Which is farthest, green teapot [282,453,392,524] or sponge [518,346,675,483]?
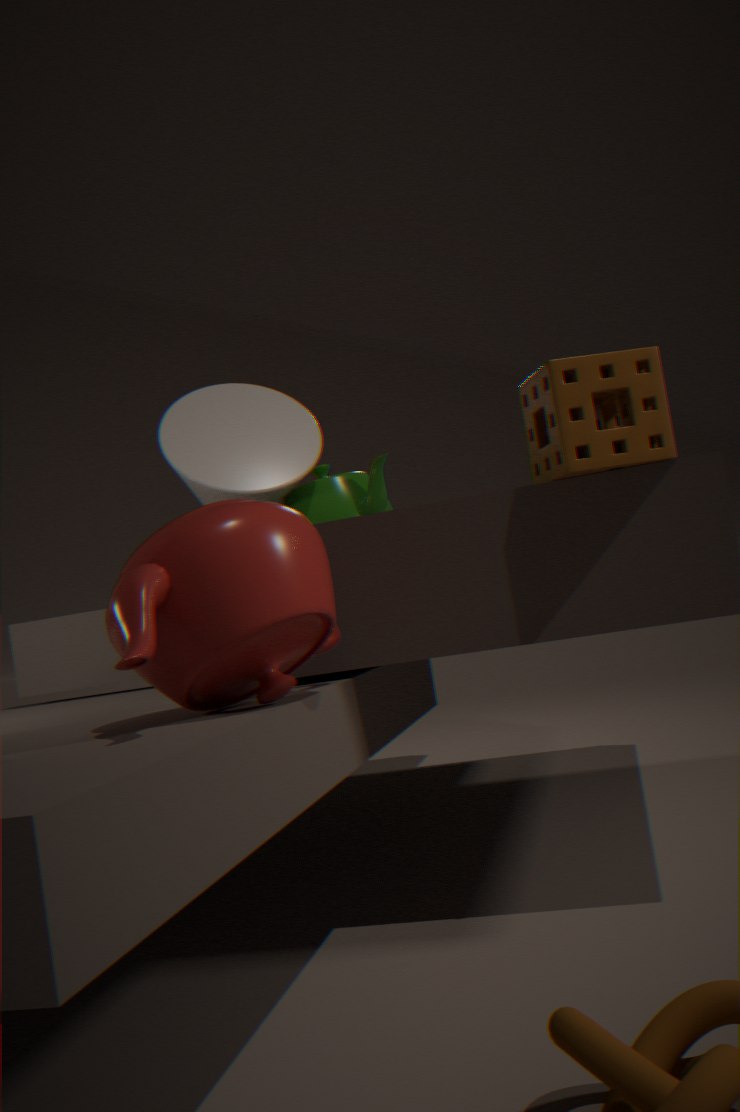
green teapot [282,453,392,524]
